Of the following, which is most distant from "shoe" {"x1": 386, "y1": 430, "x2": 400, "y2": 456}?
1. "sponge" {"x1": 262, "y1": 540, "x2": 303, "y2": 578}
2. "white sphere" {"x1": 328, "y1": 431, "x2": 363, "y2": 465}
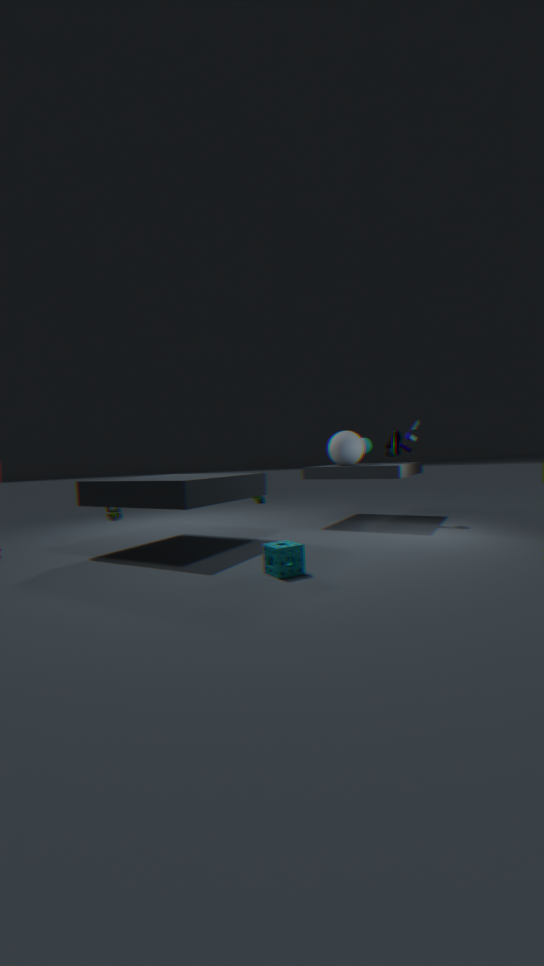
"sponge" {"x1": 262, "y1": 540, "x2": 303, "y2": 578}
